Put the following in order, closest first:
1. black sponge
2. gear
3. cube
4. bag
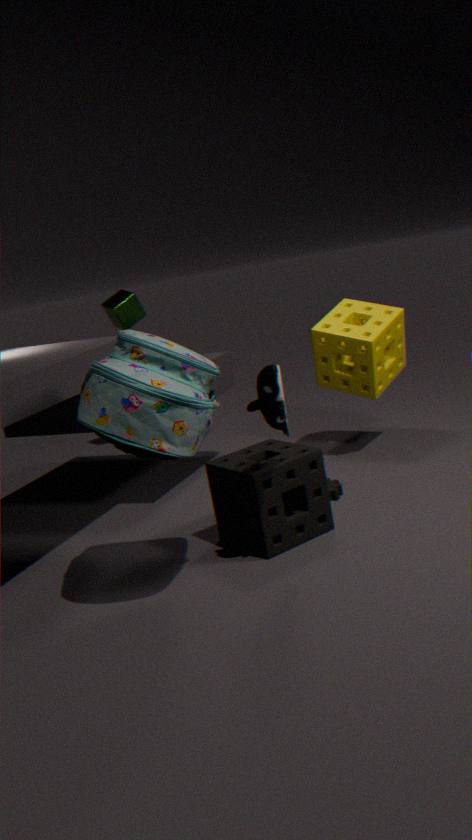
bag, black sponge, gear, cube
